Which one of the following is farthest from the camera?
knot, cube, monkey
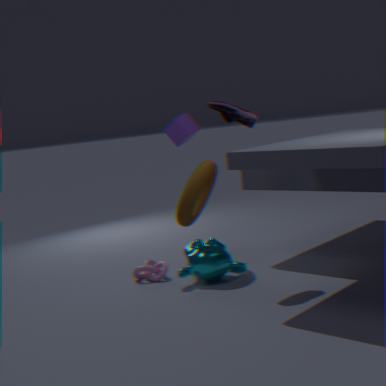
cube
